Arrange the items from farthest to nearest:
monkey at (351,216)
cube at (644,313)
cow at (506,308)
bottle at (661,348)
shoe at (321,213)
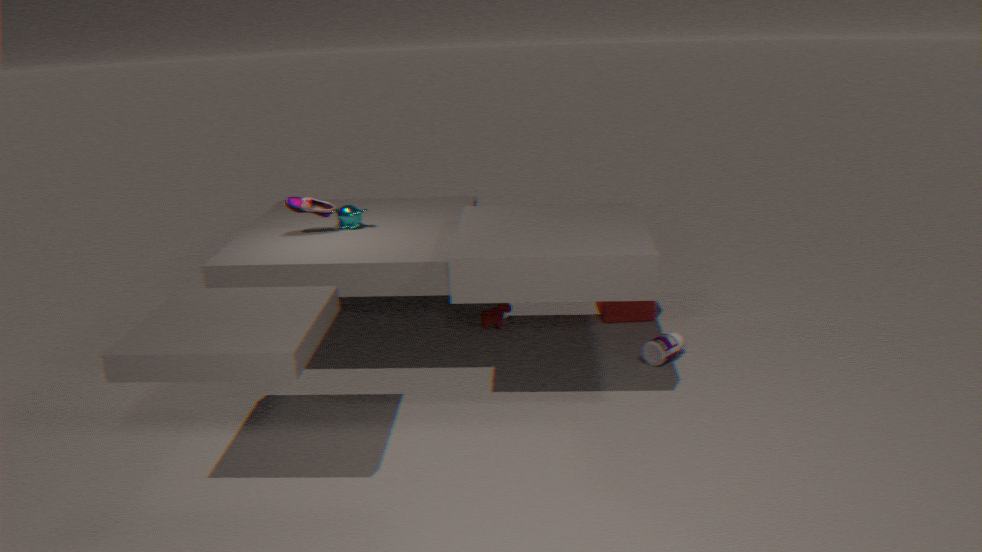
1. cube at (644,313)
2. cow at (506,308)
3. monkey at (351,216)
4. shoe at (321,213)
5. bottle at (661,348)
